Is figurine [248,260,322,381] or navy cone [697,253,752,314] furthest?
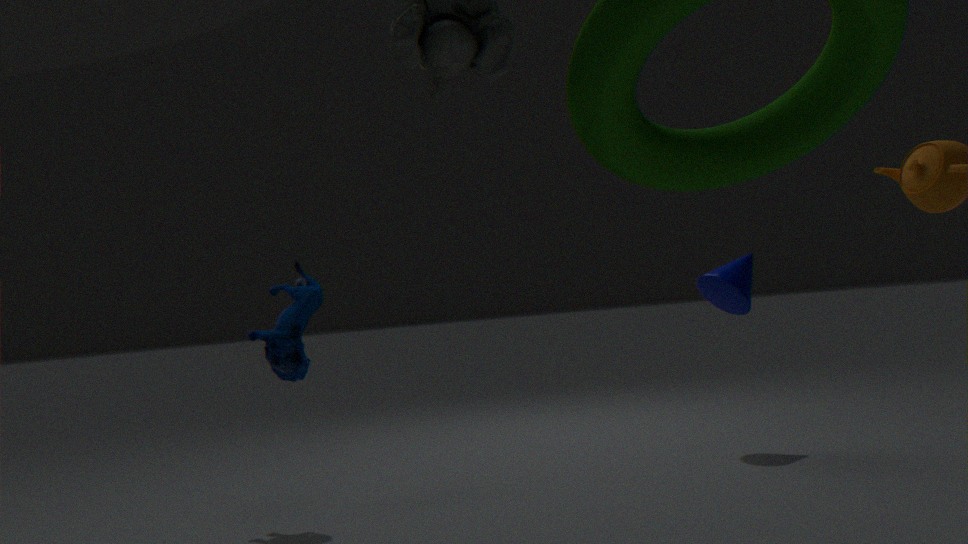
navy cone [697,253,752,314]
